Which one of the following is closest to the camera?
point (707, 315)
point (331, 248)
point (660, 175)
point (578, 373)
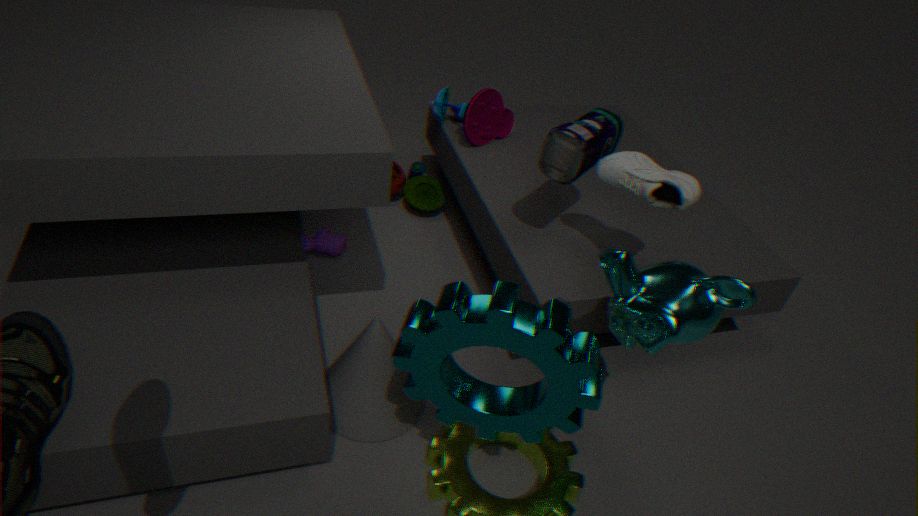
point (578, 373)
